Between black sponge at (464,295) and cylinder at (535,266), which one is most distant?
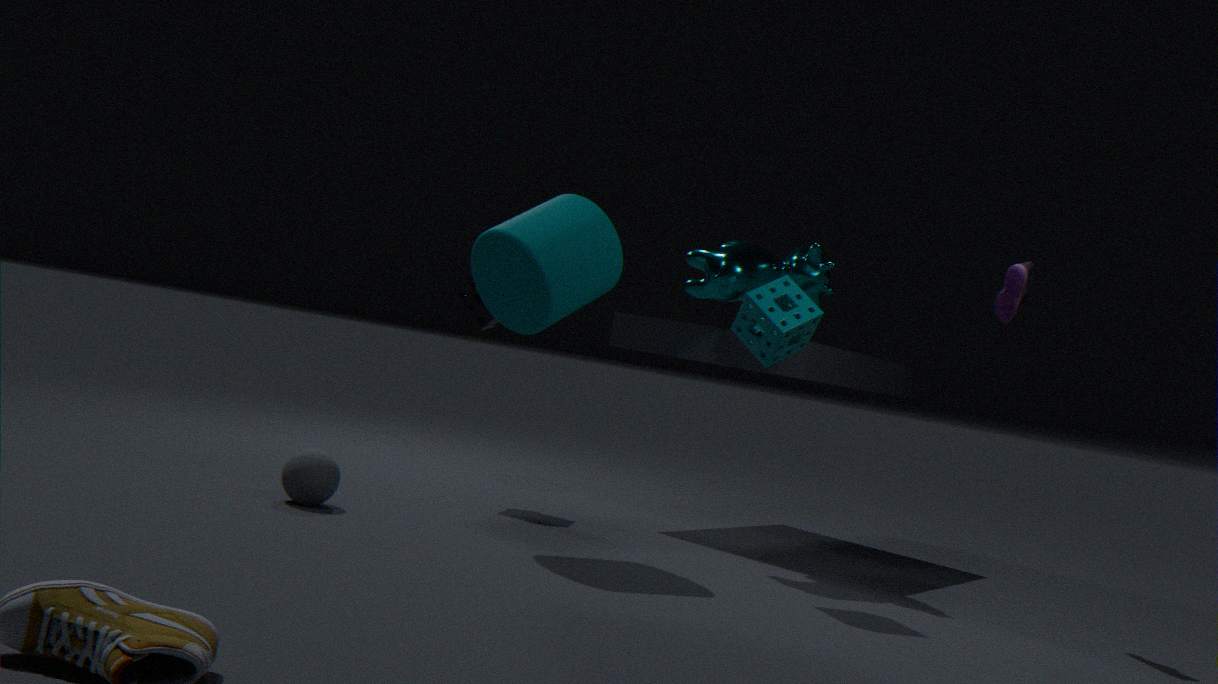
black sponge at (464,295)
